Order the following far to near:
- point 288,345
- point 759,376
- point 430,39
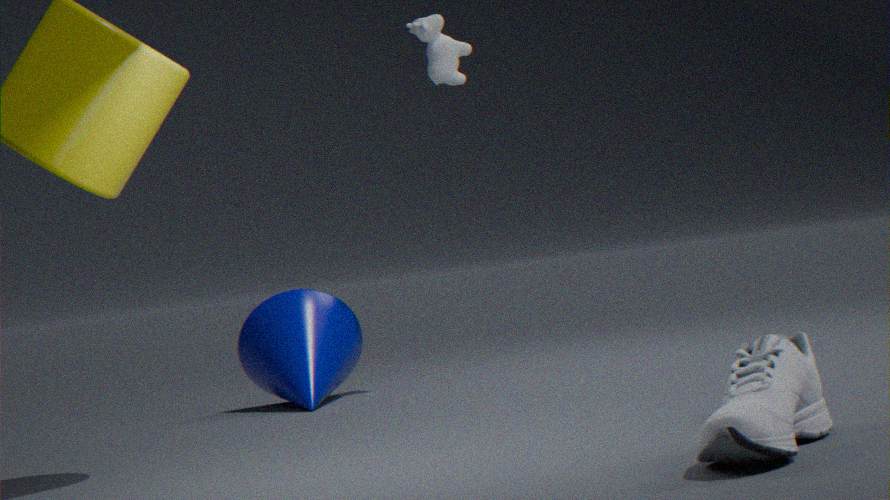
point 288,345, point 430,39, point 759,376
